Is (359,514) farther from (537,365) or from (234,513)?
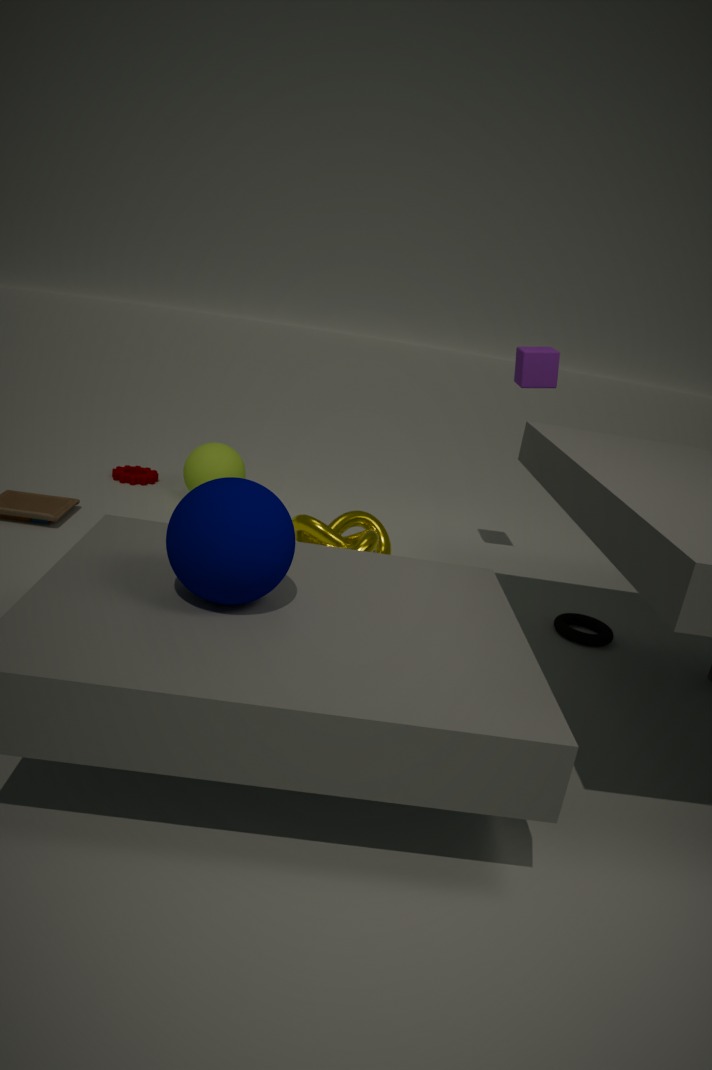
(234,513)
